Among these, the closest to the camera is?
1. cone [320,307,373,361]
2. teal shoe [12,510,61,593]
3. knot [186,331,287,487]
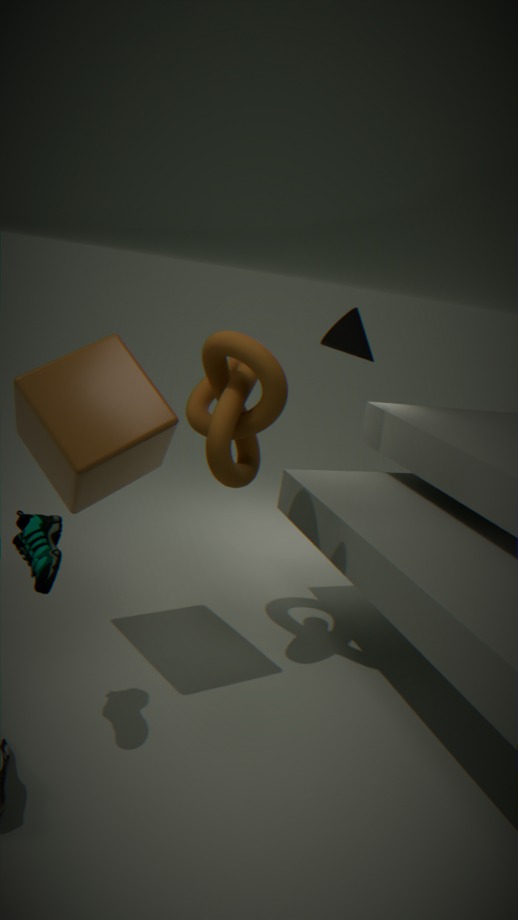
teal shoe [12,510,61,593]
